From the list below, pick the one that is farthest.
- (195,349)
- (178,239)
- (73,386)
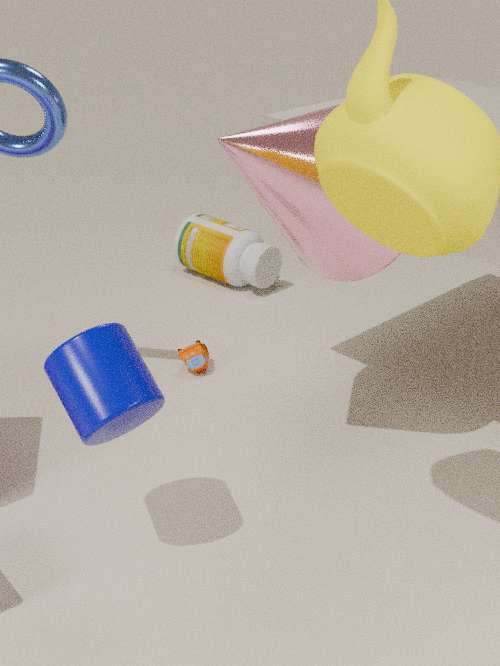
(178,239)
